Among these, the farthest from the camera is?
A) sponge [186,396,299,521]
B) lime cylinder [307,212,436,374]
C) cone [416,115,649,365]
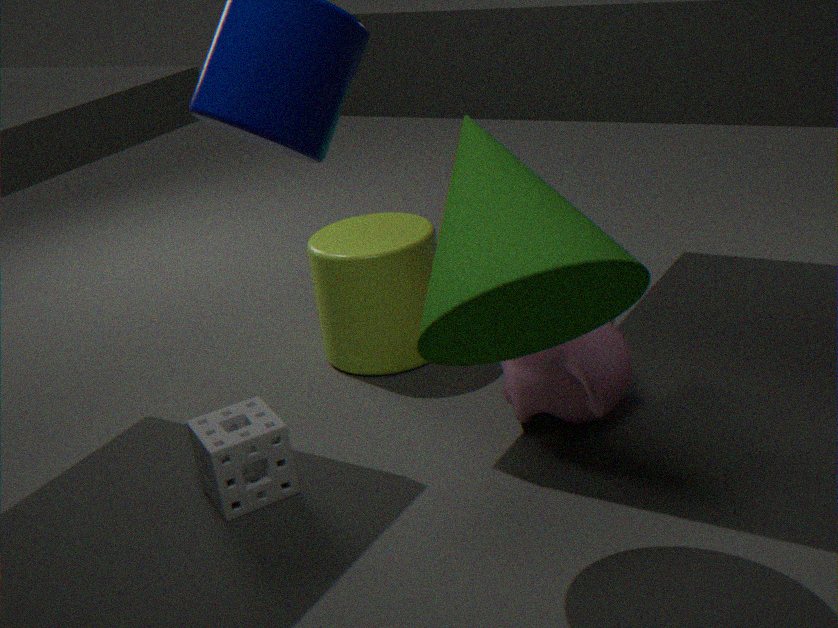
lime cylinder [307,212,436,374]
